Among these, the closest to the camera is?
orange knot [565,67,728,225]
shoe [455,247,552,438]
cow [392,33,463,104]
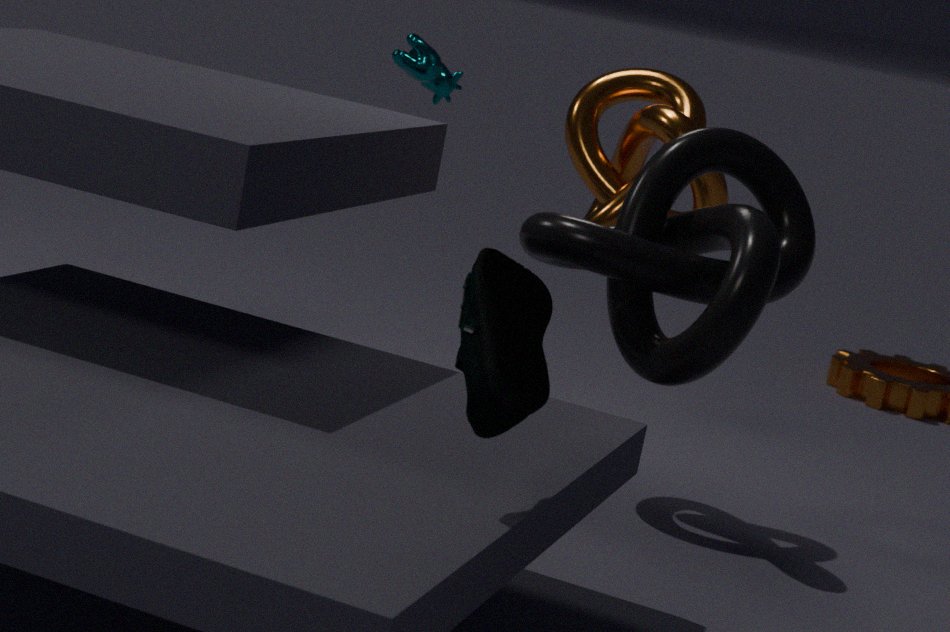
shoe [455,247,552,438]
